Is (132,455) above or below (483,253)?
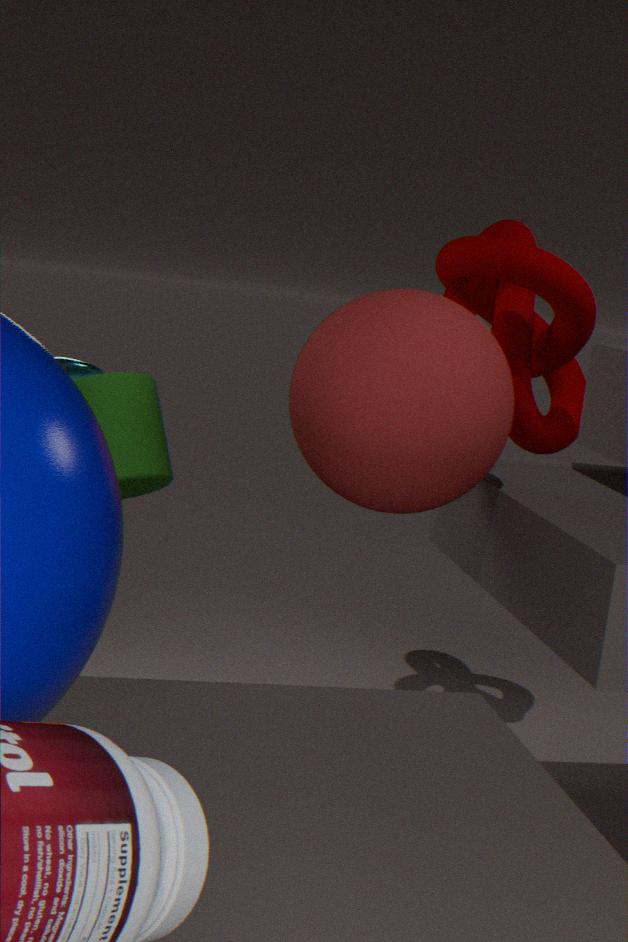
below
